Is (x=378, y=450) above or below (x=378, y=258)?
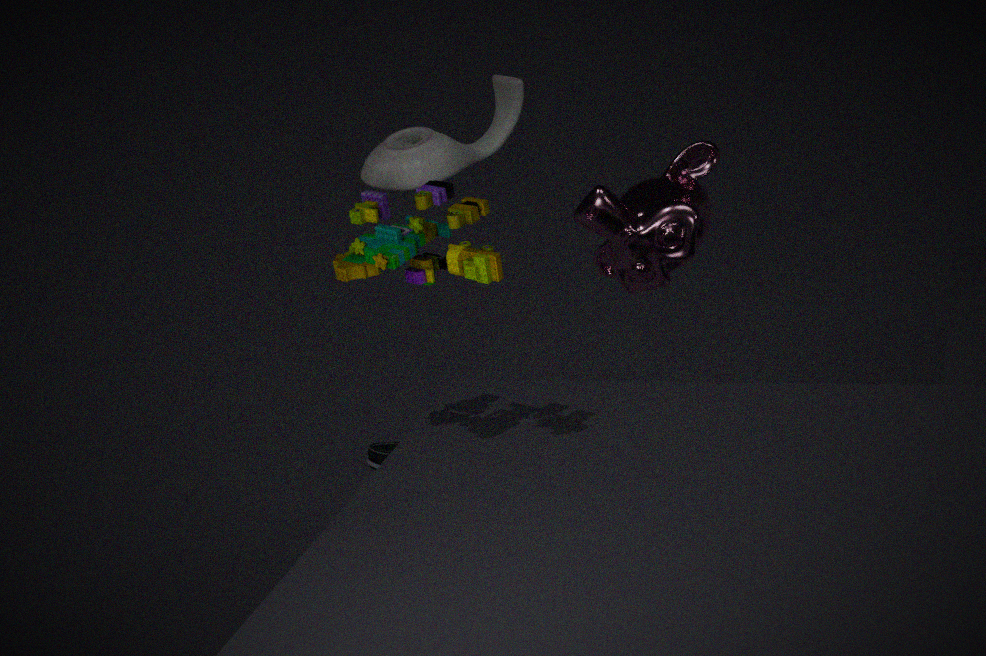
below
